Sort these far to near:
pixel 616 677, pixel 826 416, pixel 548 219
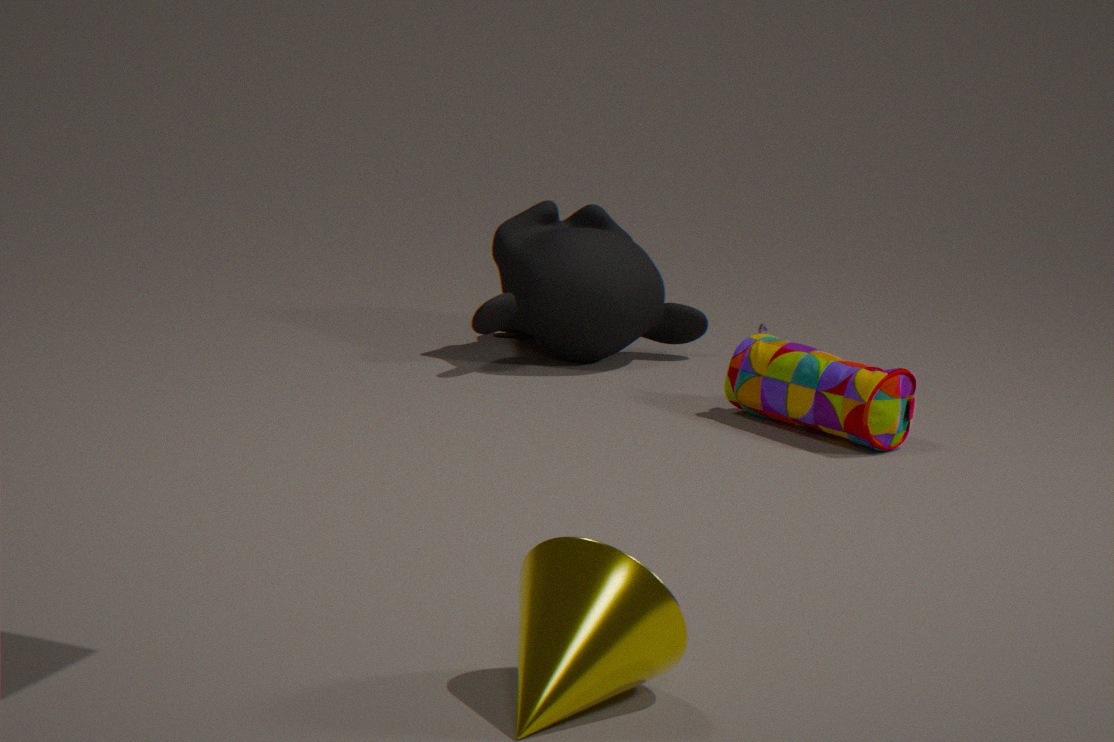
pixel 548 219
pixel 826 416
pixel 616 677
